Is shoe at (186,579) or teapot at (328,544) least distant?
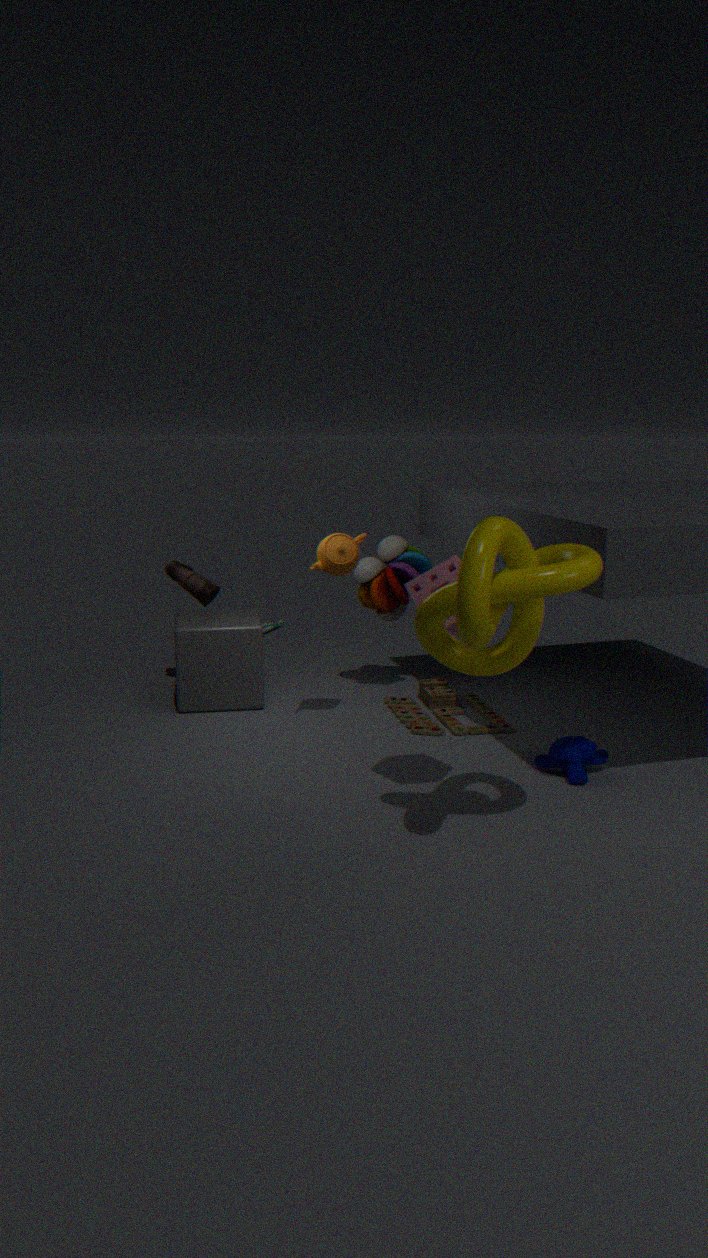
teapot at (328,544)
